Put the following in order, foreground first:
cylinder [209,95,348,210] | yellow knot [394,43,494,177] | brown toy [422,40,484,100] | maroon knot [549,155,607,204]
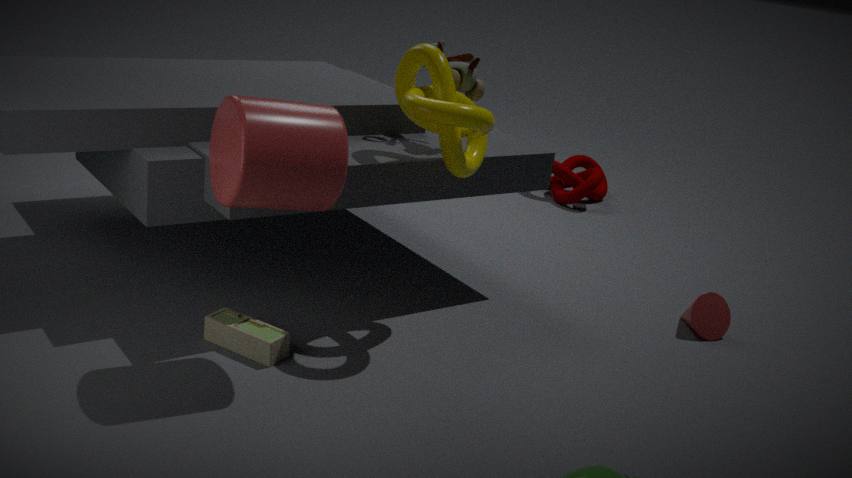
cylinder [209,95,348,210]
yellow knot [394,43,494,177]
brown toy [422,40,484,100]
maroon knot [549,155,607,204]
